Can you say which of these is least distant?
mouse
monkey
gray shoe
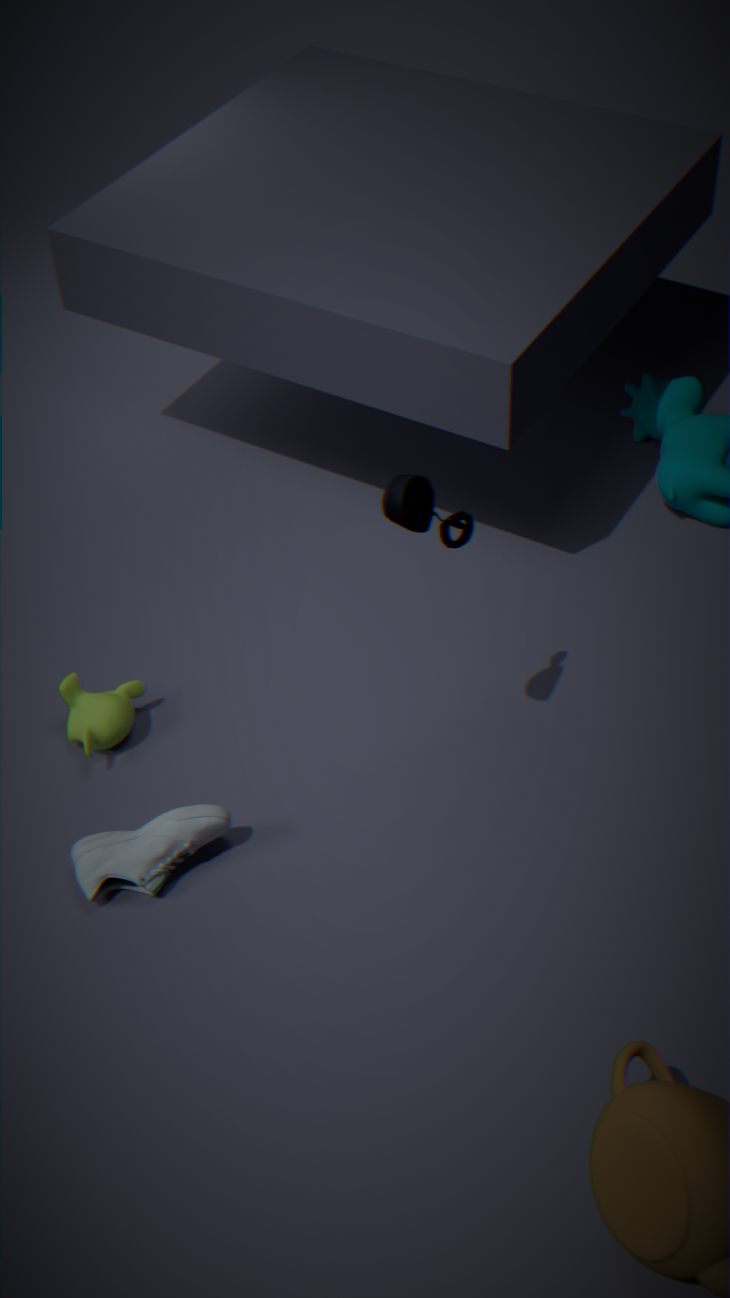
mouse
